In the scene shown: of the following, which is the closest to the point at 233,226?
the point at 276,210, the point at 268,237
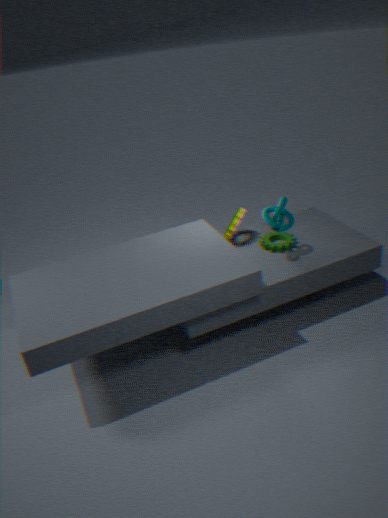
the point at 268,237
